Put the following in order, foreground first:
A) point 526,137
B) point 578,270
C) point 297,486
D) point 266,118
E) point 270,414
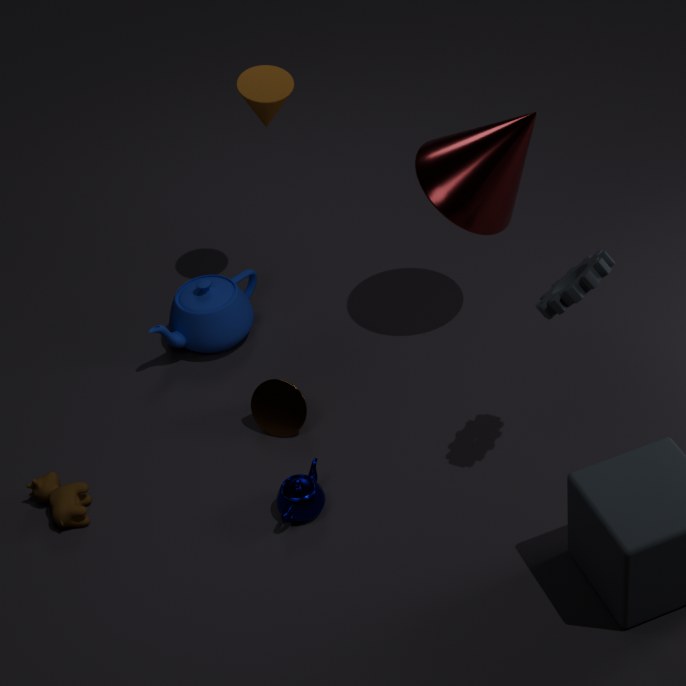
1. point 578,270
2. point 297,486
3. point 526,137
4. point 270,414
5. point 266,118
